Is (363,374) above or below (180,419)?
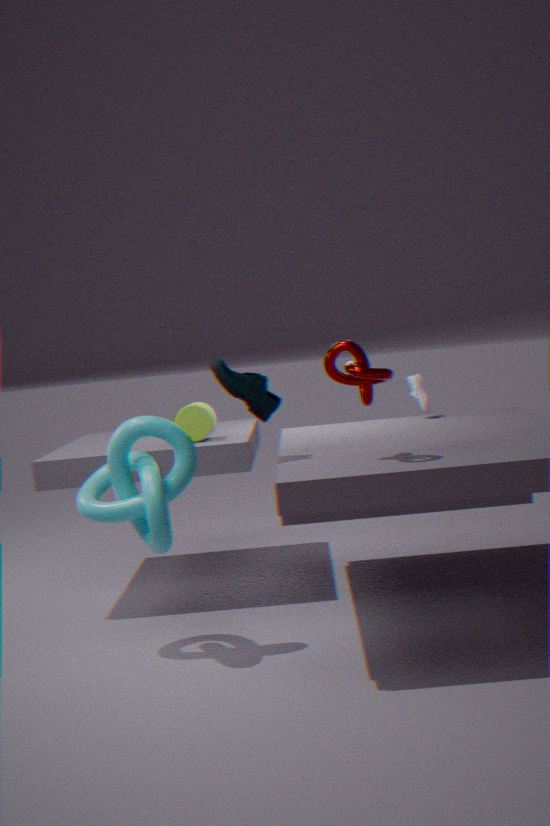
above
